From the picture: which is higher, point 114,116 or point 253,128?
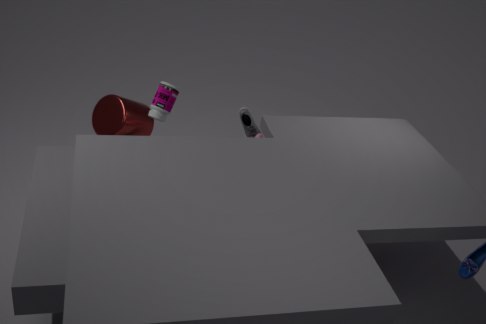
point 114,116
